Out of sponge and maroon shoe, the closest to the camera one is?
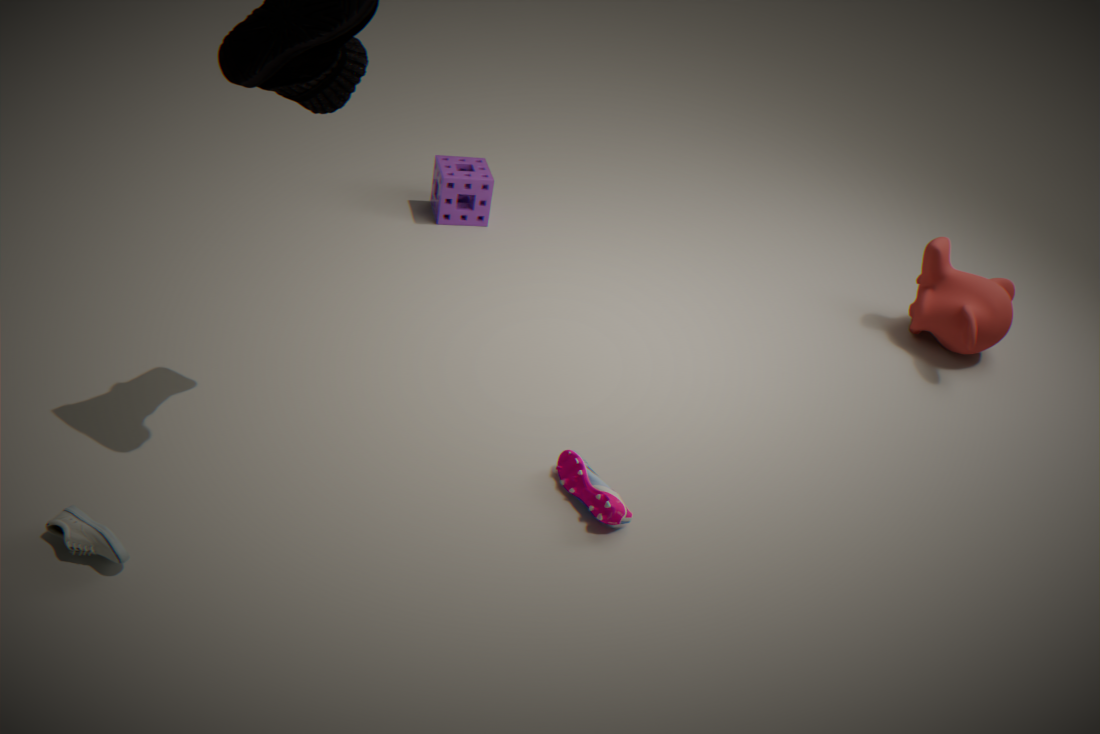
maroon shoe
